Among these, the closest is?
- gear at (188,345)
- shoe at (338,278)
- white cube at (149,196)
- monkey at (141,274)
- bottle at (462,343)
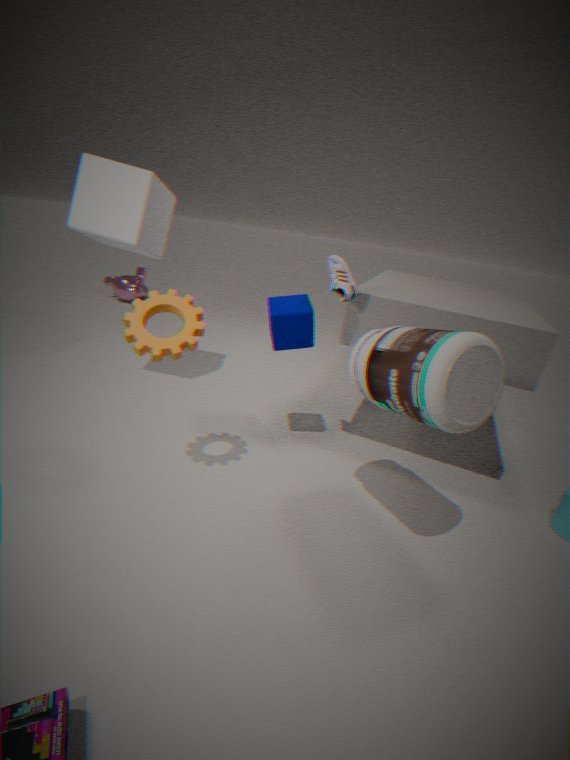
bottle at (462,343)
